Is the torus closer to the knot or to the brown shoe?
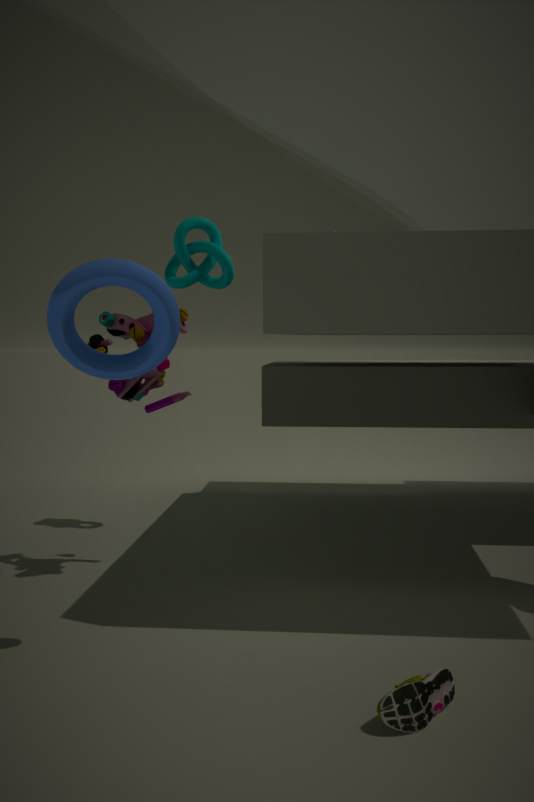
the brown shoe
